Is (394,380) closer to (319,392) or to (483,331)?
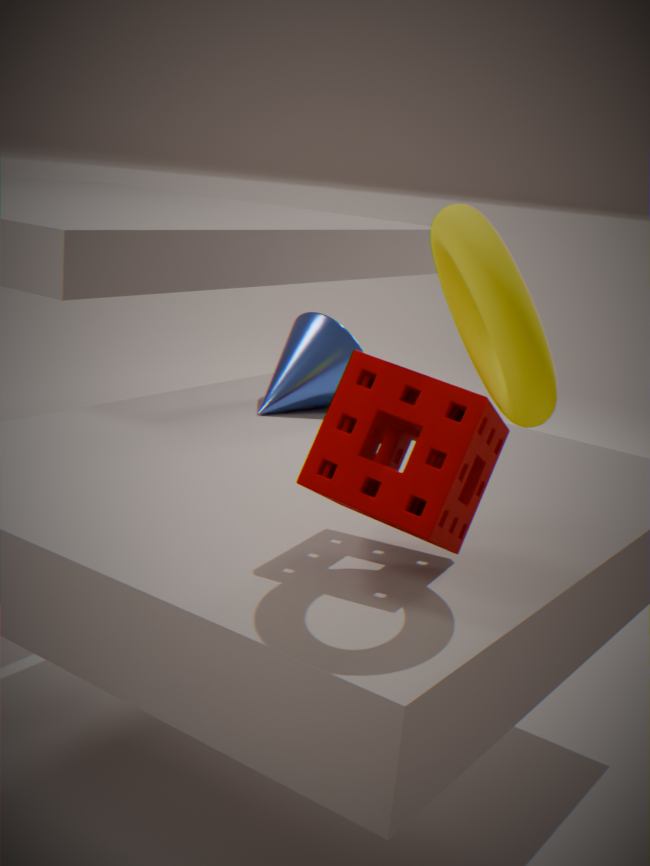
(483,331)
